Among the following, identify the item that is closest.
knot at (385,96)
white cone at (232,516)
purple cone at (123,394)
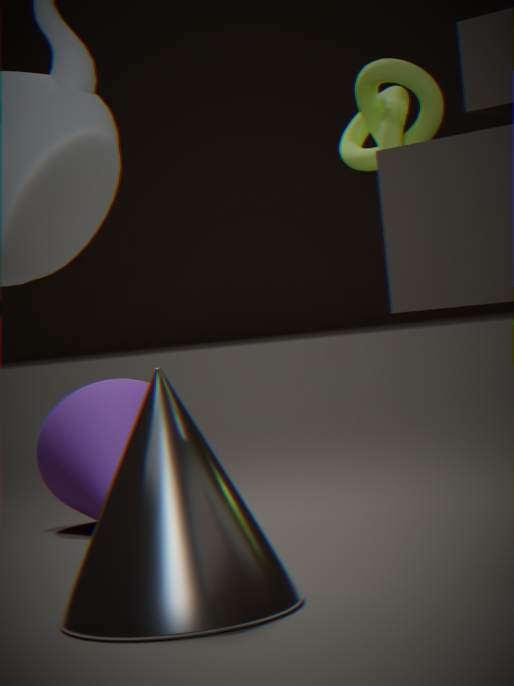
white cone at (232,516)
